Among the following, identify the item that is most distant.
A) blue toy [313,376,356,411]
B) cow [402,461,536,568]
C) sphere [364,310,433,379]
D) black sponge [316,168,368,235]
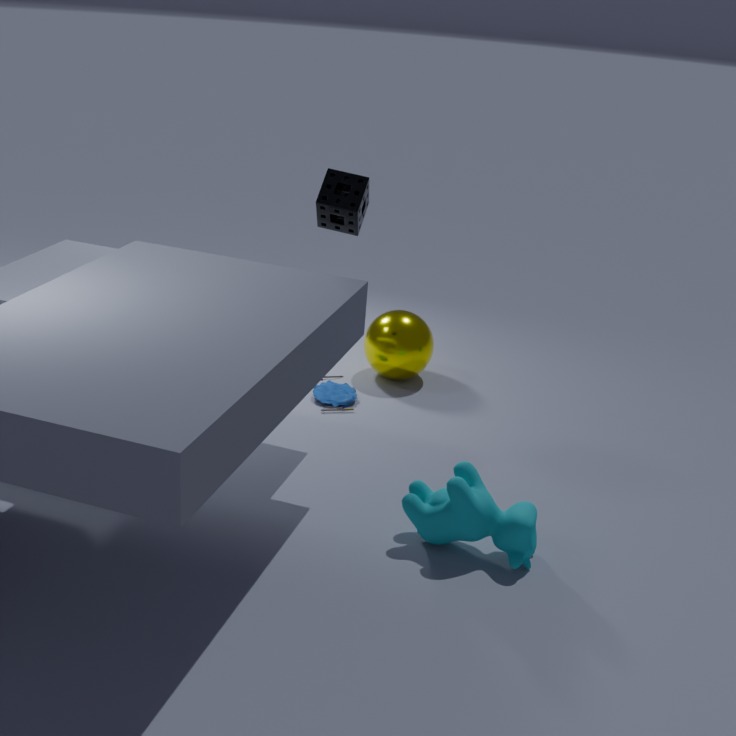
sphere [364,310,433,379]
